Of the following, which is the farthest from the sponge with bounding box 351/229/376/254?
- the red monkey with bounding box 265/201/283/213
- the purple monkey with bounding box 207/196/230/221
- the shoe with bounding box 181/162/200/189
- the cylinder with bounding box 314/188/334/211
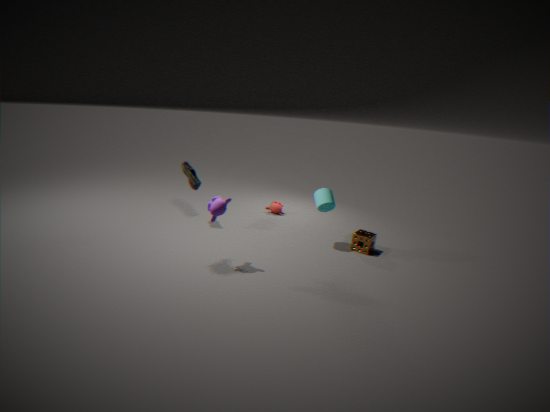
the shoe with bounding box 181/162/200/189
